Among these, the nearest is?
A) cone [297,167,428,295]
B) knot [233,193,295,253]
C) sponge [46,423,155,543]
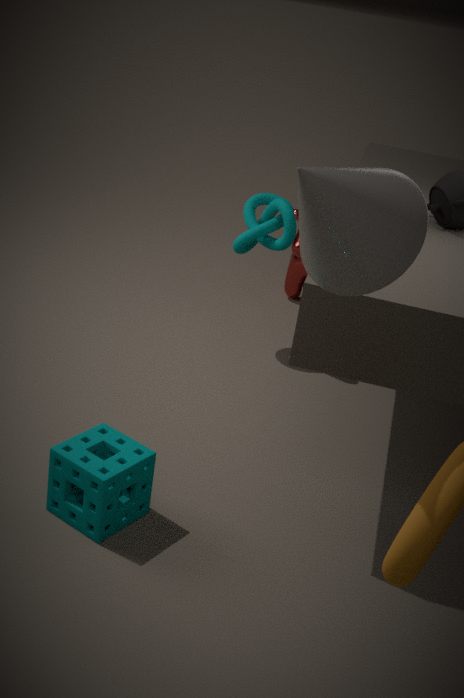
cone [297,167,428,295]
